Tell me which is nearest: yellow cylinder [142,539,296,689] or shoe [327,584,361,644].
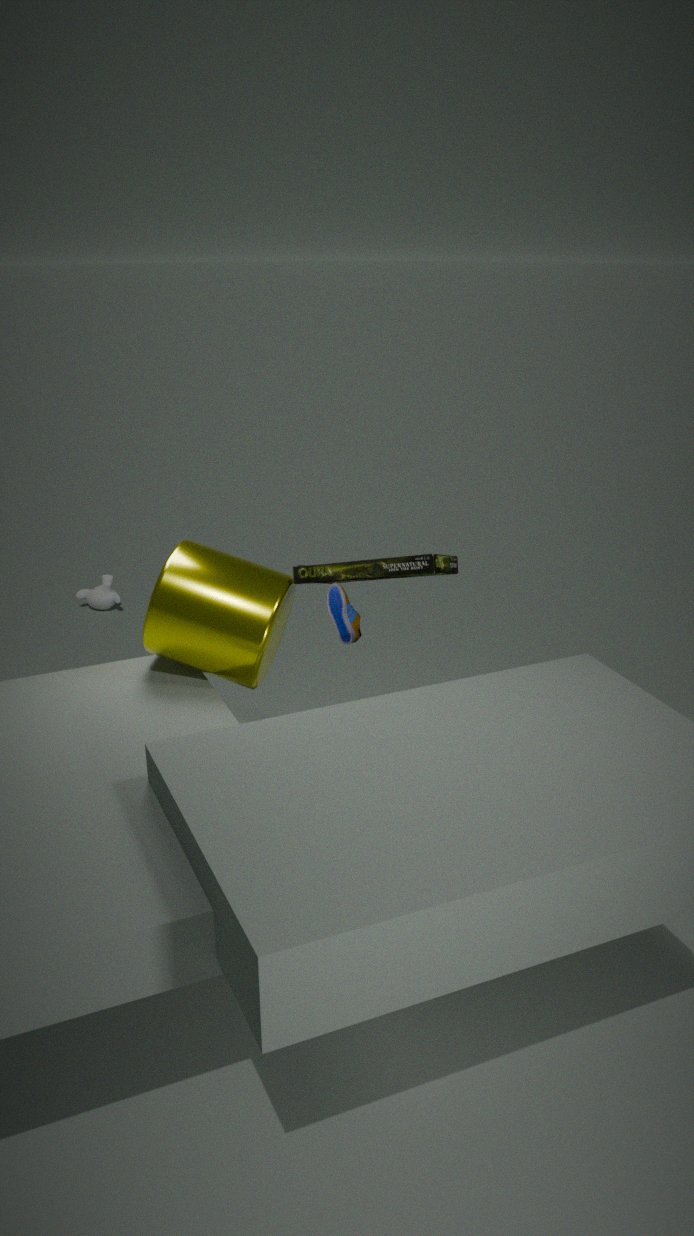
yellow cylinder [142,539,296,689]
